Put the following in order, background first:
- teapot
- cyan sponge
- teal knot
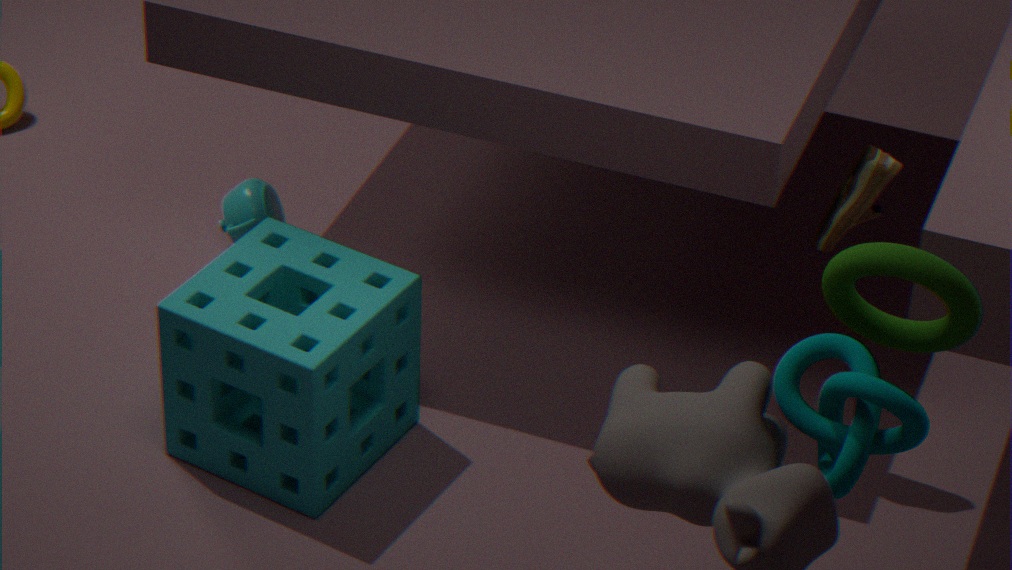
1. teapot
2. cyan sponge
3. teal knot
